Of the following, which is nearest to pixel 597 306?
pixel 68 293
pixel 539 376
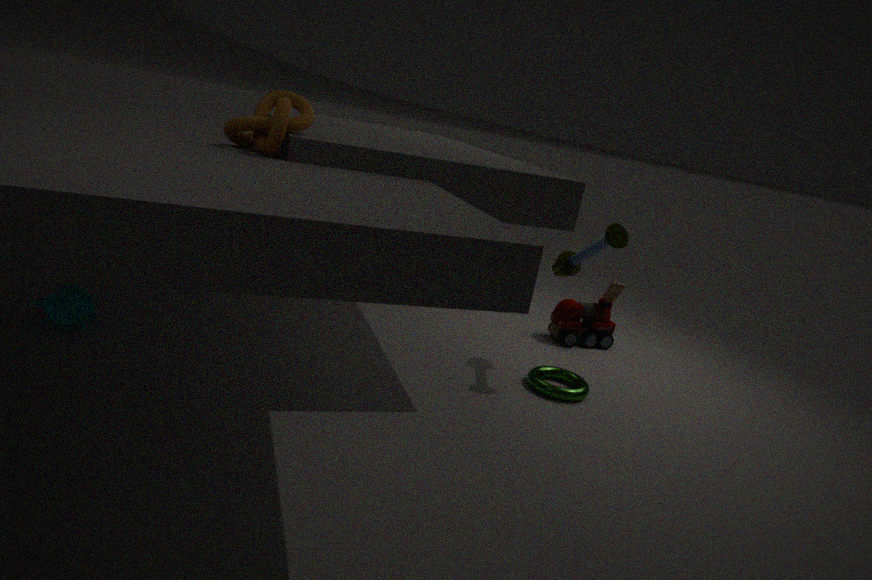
pixel 539 376
